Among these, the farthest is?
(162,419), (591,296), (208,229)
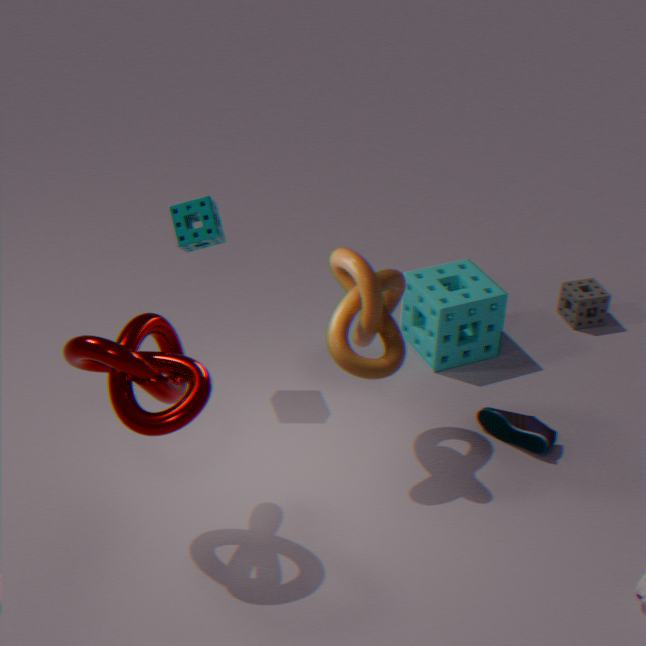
(591,296)
